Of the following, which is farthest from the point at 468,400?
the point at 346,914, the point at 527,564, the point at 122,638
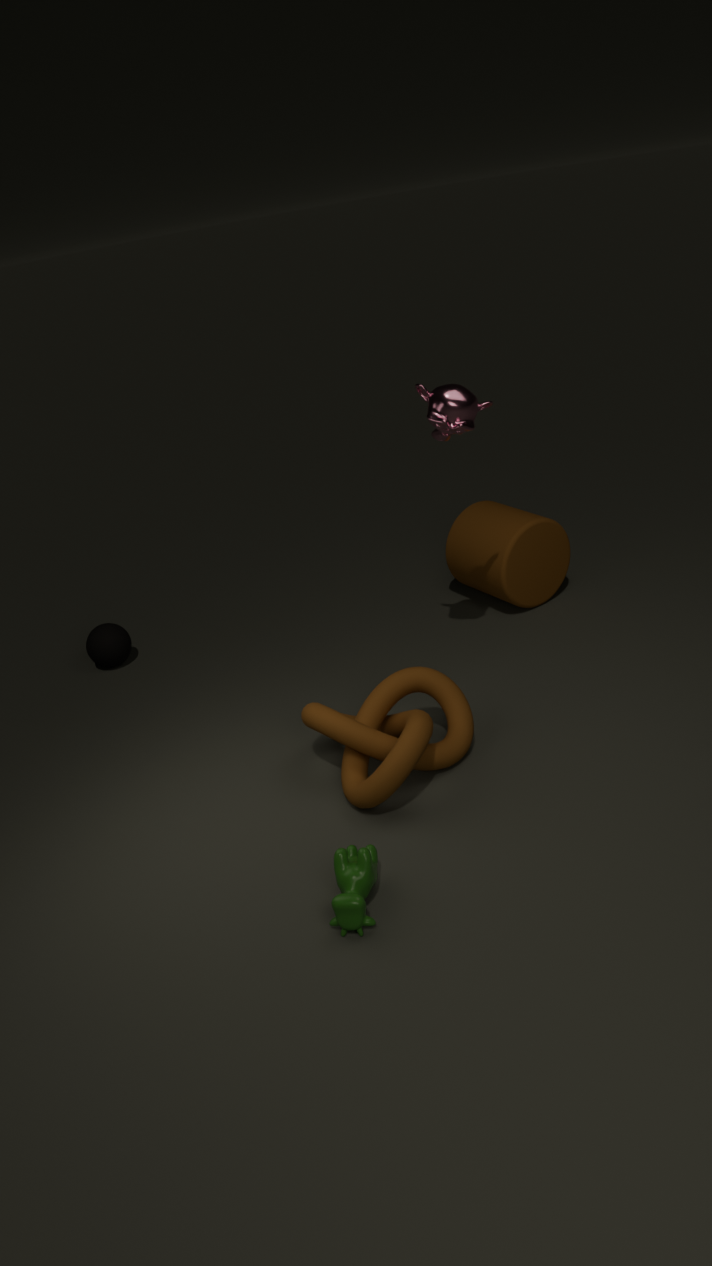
the point at 122,638
